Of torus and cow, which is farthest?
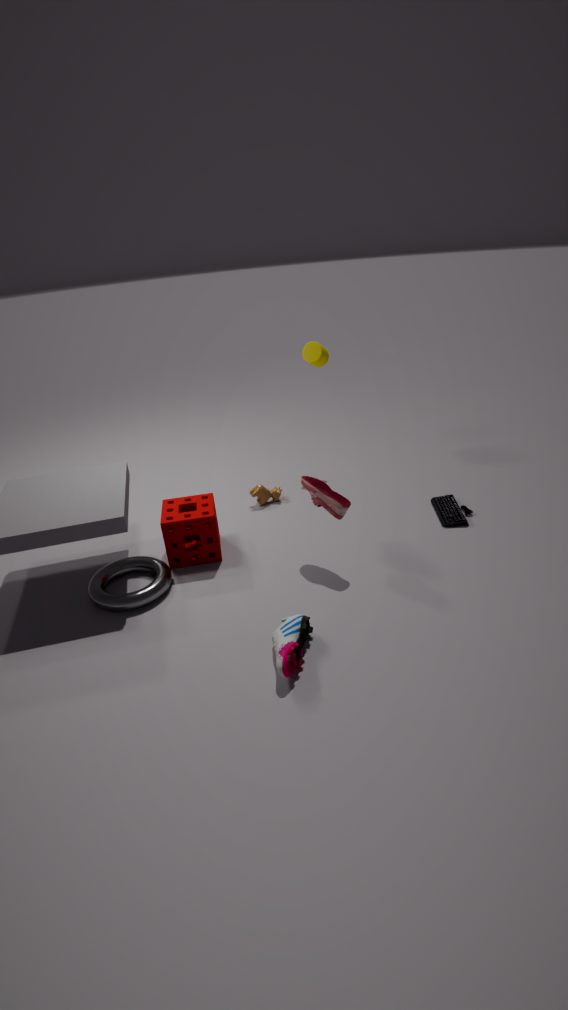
cow
